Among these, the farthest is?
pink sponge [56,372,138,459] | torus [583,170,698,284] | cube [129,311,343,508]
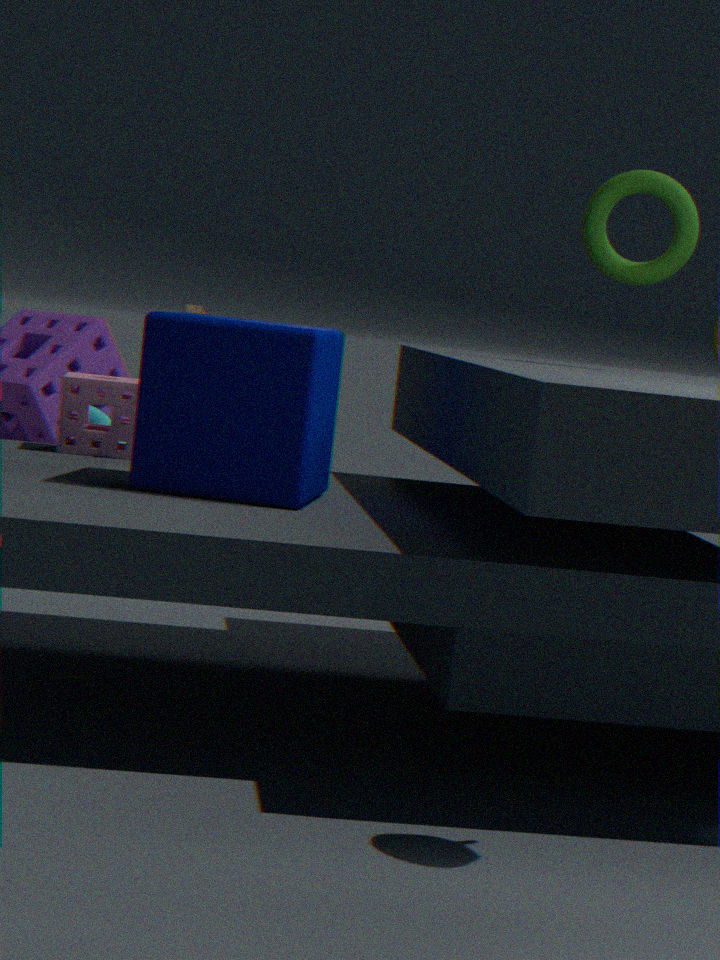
pink sponge [56,372,138,459]
